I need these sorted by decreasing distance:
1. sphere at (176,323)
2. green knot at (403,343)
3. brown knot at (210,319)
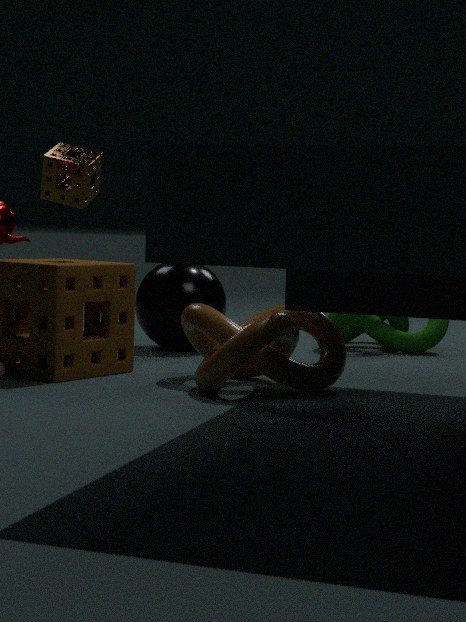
Answer: green knot at (403,343) < sphere at (176,323) < brown knot at (210,319)
